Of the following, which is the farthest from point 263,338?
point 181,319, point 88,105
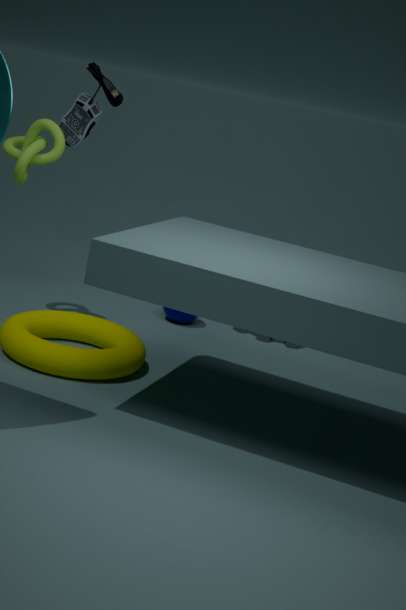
point 88,105
